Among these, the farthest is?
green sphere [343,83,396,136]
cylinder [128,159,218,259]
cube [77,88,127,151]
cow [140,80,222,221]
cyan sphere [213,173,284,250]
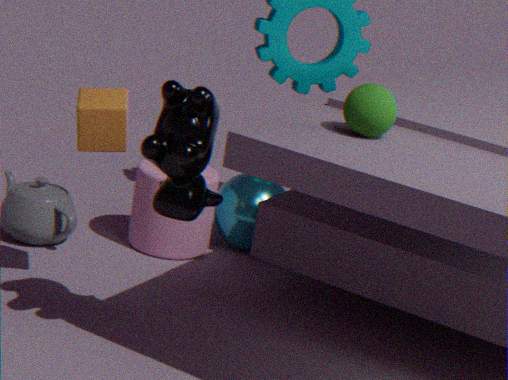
cyan sphere [213,173,284,250]
